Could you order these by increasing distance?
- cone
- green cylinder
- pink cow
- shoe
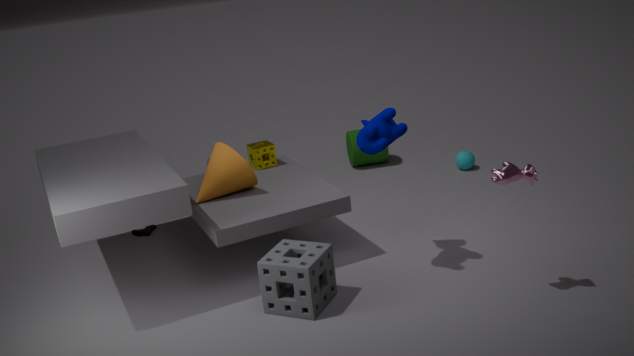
pink cow → cone → shoe → green cylinder
